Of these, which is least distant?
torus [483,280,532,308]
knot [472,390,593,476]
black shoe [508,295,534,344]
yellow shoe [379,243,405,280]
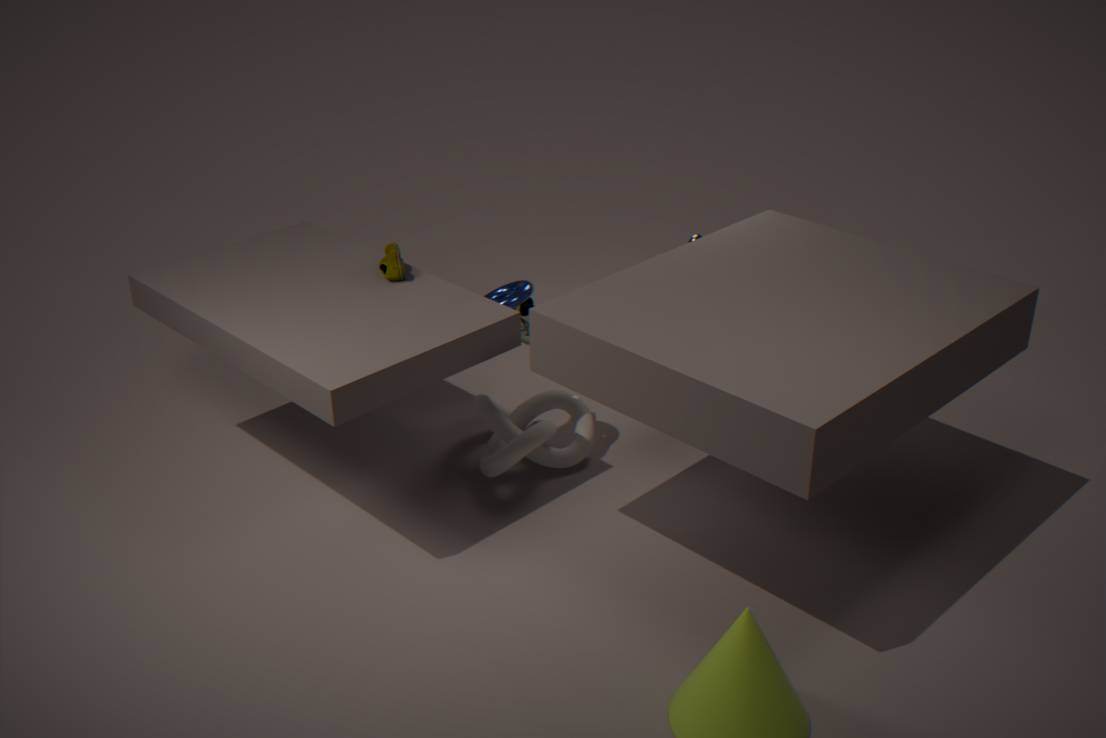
torus [483,280,532,308]
